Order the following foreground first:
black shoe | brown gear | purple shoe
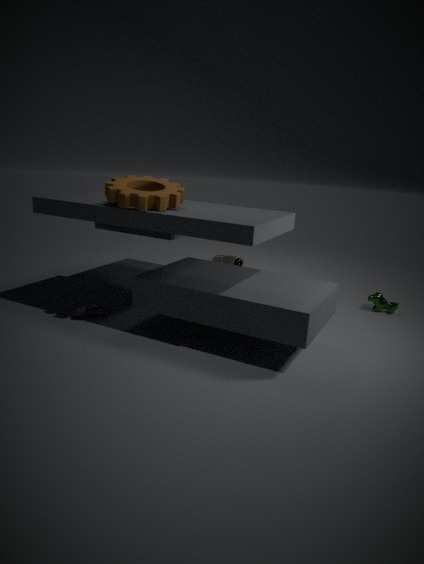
brown gear < purple shoe < black shoe
